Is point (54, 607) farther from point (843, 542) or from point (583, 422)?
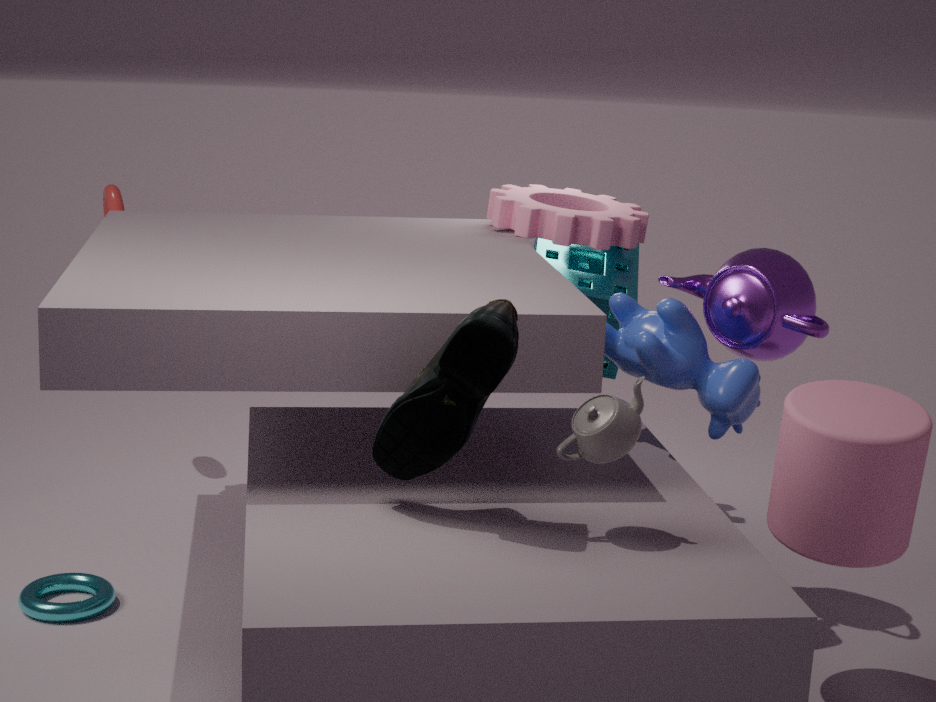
point (843, 542)
